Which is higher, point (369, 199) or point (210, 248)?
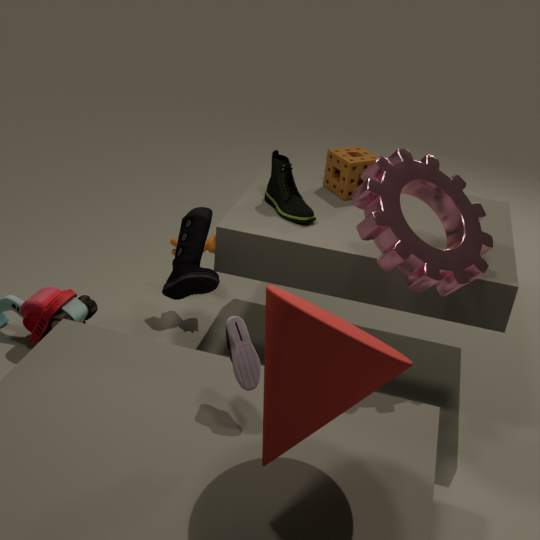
→ point (369, 199)
